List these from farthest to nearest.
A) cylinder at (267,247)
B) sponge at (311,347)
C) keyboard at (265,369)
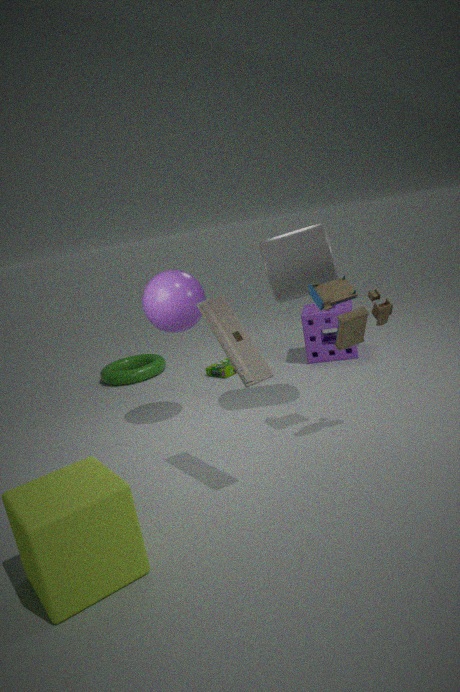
sponge at (311,347), cylinder at (267,247), keyboard at (265,369)
